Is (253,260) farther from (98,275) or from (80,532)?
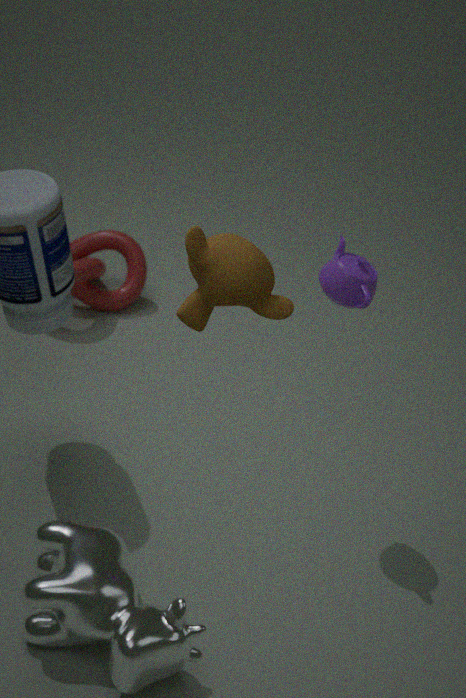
(98,275)
